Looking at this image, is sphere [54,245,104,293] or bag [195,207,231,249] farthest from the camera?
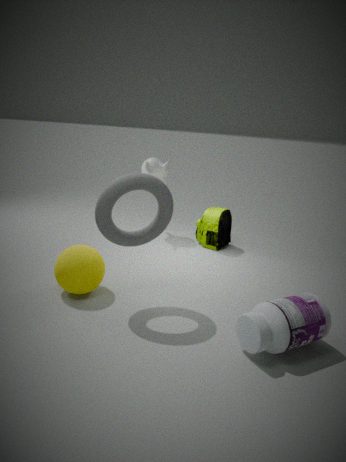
bag [195,207,231,249]
